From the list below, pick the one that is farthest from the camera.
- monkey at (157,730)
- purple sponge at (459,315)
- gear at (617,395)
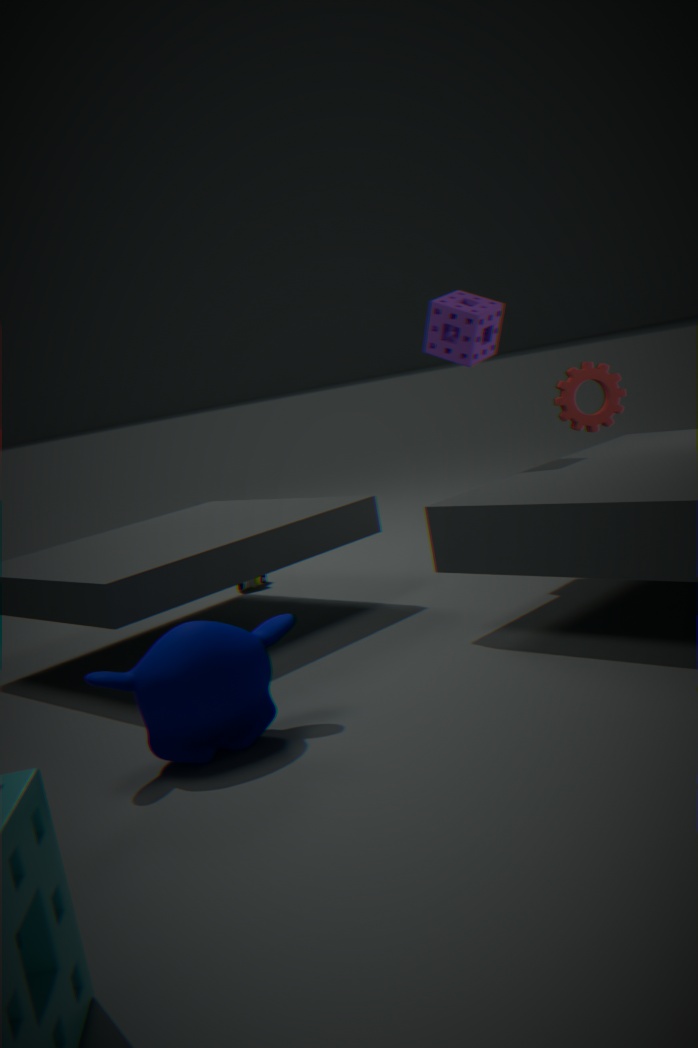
gear at (617,395)
